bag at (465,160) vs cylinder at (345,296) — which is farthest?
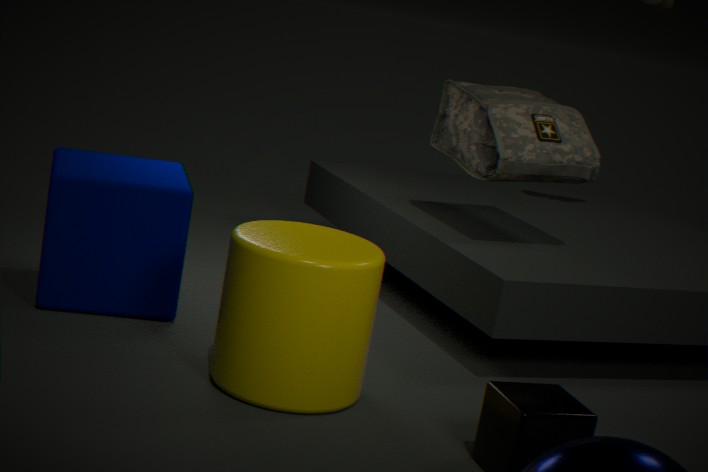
bag at (465,160)
